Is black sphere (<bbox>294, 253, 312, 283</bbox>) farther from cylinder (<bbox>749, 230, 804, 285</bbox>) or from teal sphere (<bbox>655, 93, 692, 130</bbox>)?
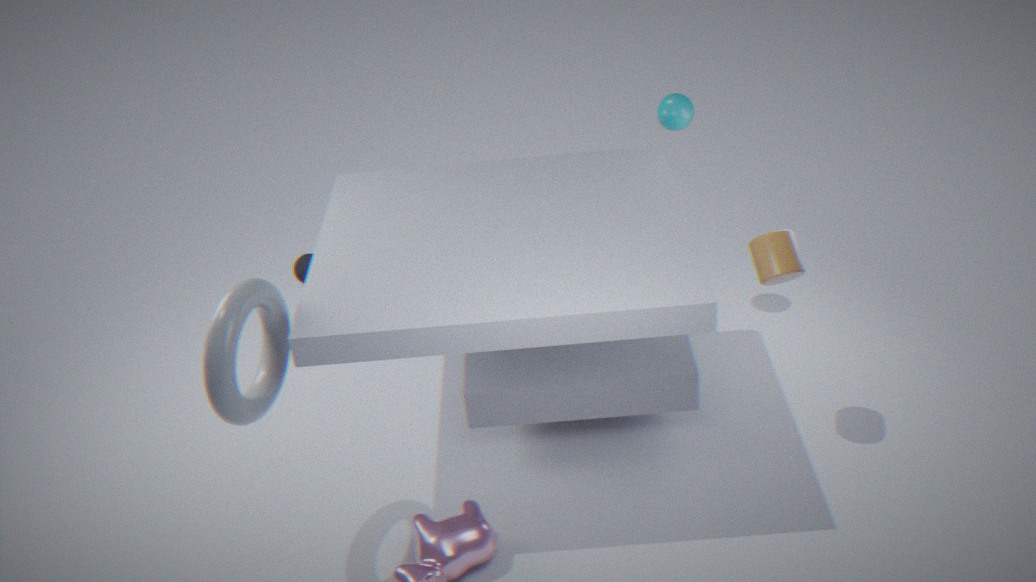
cylinder (<bbox>749, 230, 804, 285</bbox>)
